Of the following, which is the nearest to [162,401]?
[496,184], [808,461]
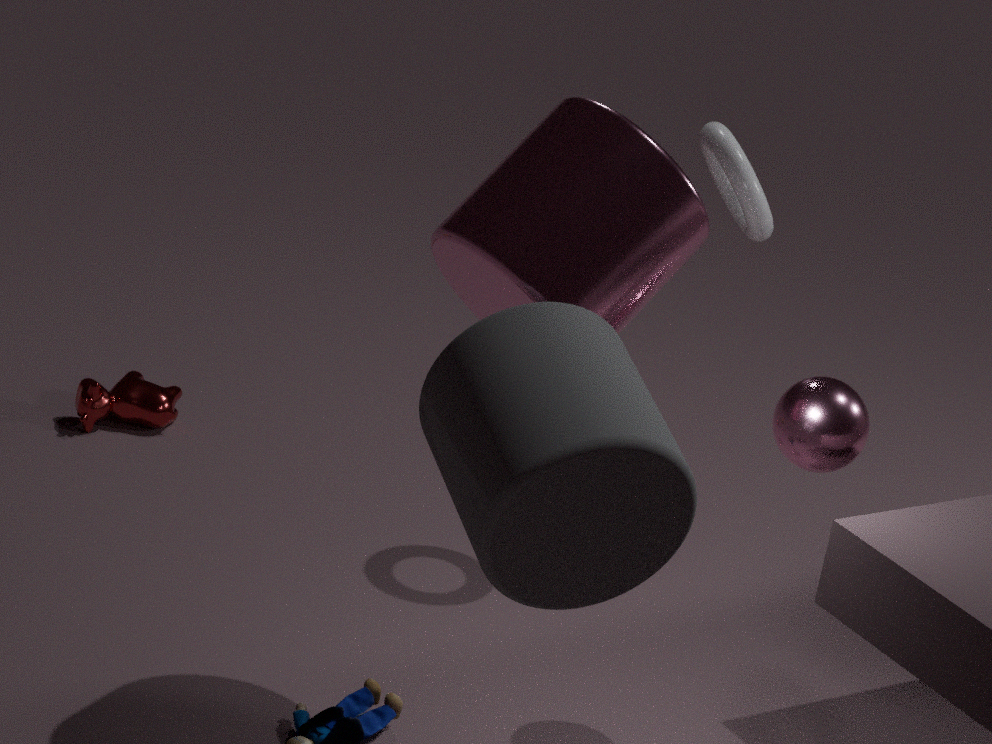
[496,184]
